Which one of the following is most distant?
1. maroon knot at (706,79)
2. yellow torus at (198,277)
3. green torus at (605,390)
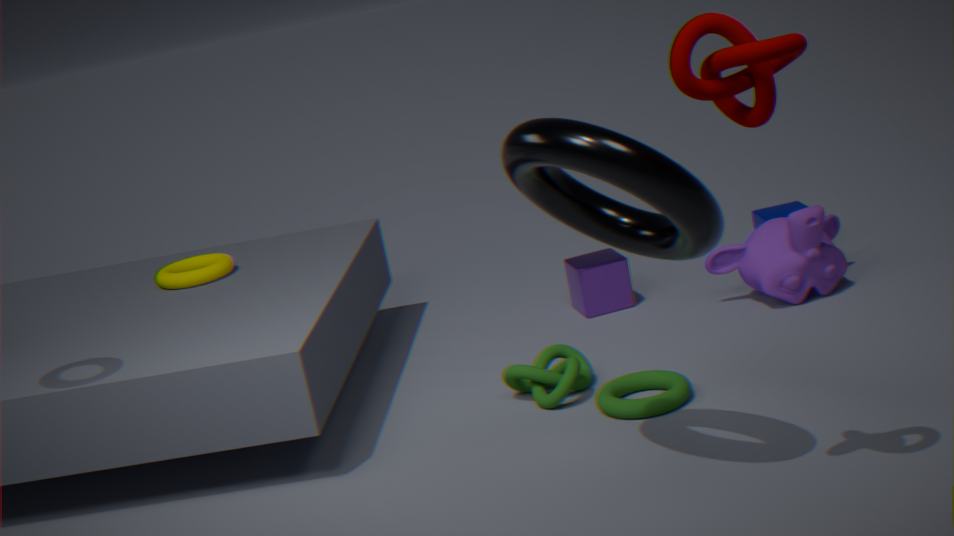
yellow torus at (198,277)
